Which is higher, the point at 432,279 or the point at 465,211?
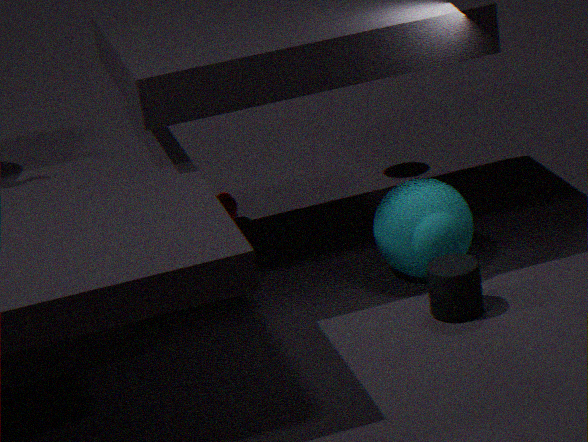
the point at 465,211
